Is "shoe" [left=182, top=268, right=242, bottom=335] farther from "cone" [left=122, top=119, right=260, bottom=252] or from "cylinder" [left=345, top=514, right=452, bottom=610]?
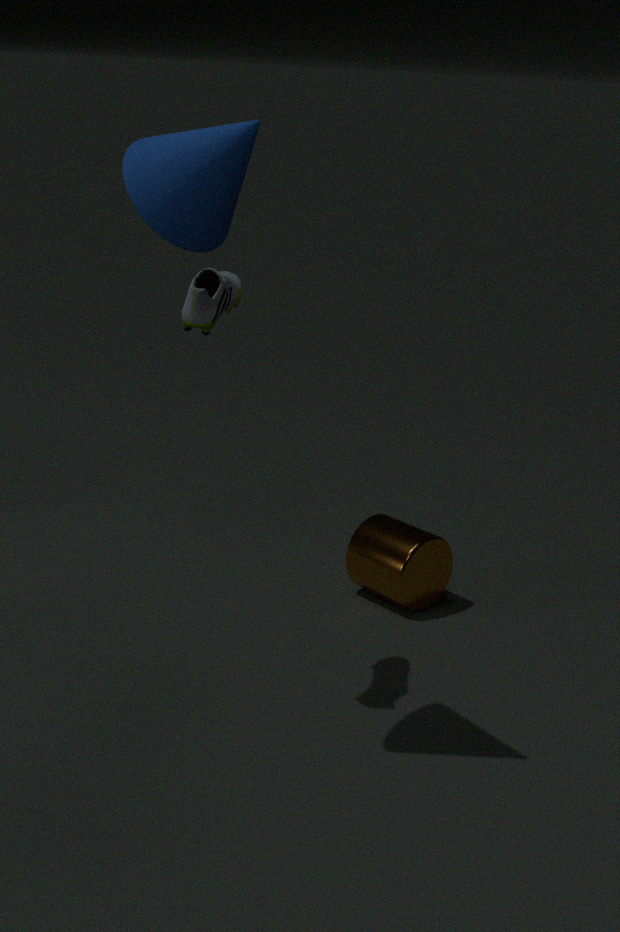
"cylinder" [left=345, top=514, right=452, bottom=610]
